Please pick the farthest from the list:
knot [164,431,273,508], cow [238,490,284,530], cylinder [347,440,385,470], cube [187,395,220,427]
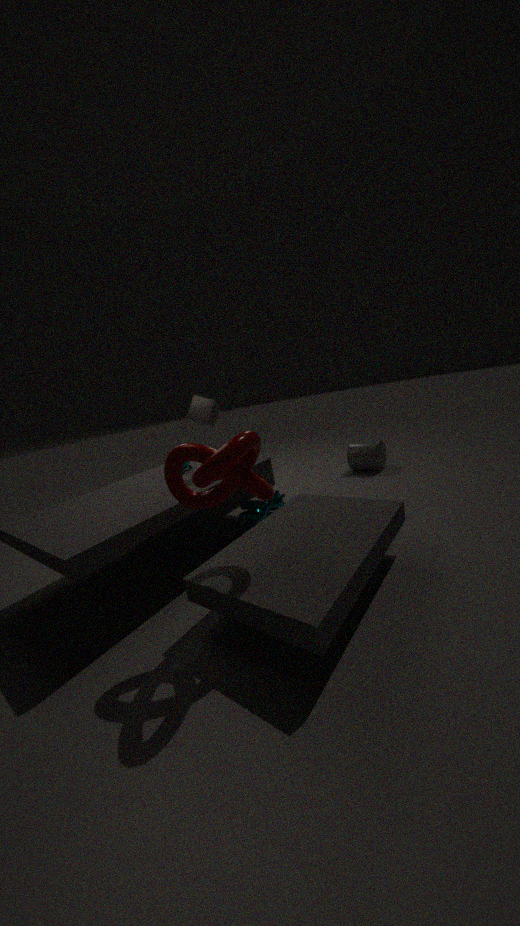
cylinder [347,440,385,470]
